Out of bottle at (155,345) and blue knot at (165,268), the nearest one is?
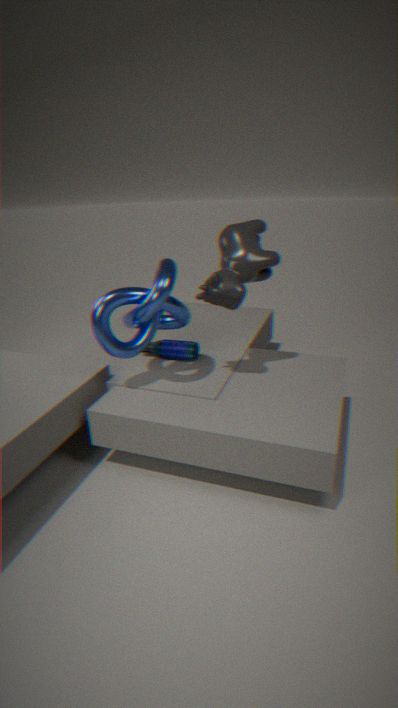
blue knot at (165,268)
